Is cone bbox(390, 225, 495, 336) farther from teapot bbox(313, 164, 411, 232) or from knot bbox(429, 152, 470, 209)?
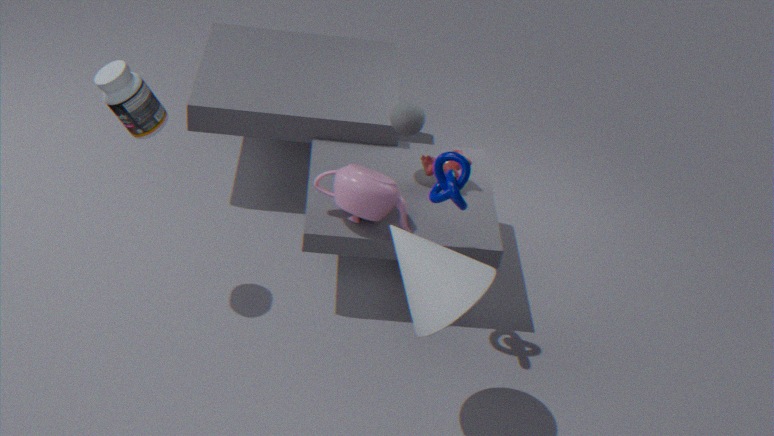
teapot bbox(313, 164, 411, 232)
